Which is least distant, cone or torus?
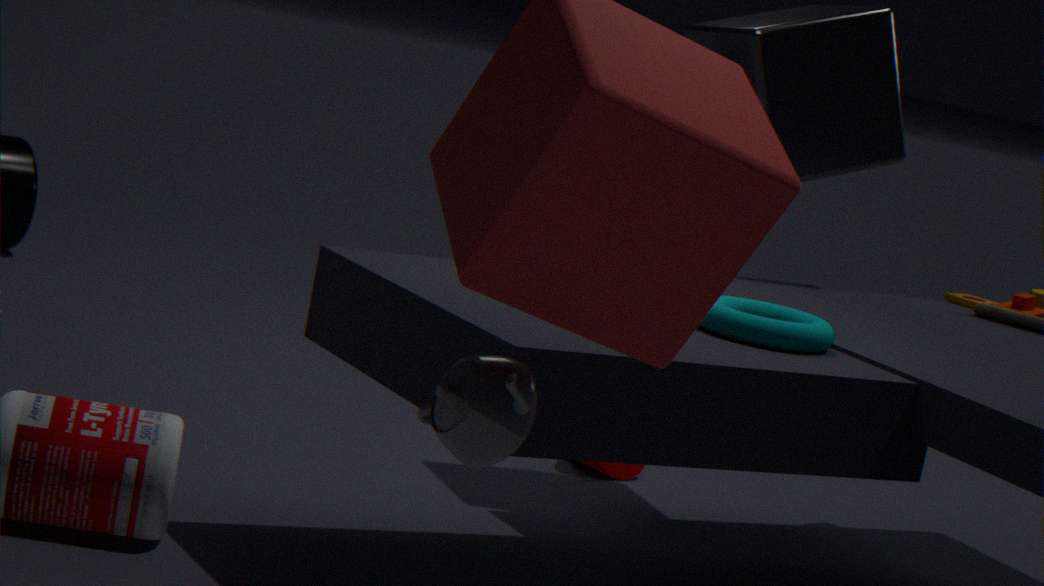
torus
